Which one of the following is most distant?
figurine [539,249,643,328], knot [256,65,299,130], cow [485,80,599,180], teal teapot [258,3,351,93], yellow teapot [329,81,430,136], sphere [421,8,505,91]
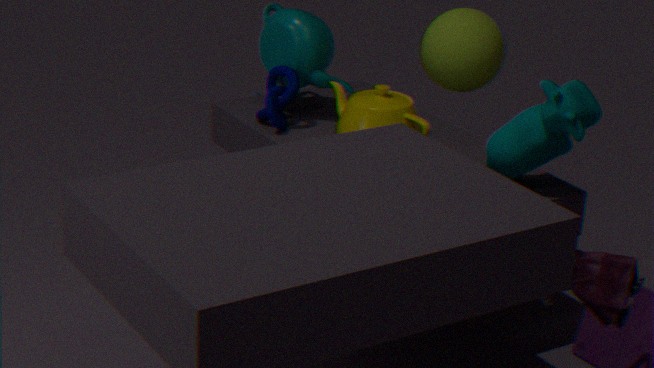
sphere [421,8,505,91]
